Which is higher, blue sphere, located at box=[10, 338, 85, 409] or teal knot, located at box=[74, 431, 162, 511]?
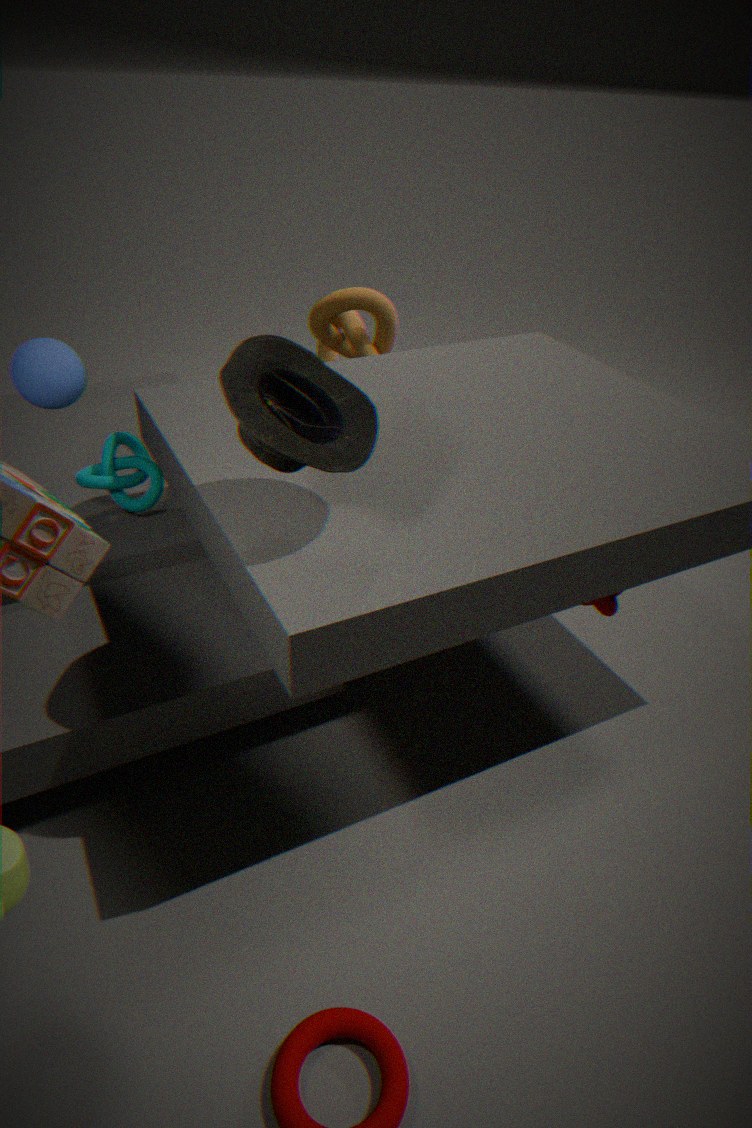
blue sphere, located at box=[10, 338, 85, 409]
